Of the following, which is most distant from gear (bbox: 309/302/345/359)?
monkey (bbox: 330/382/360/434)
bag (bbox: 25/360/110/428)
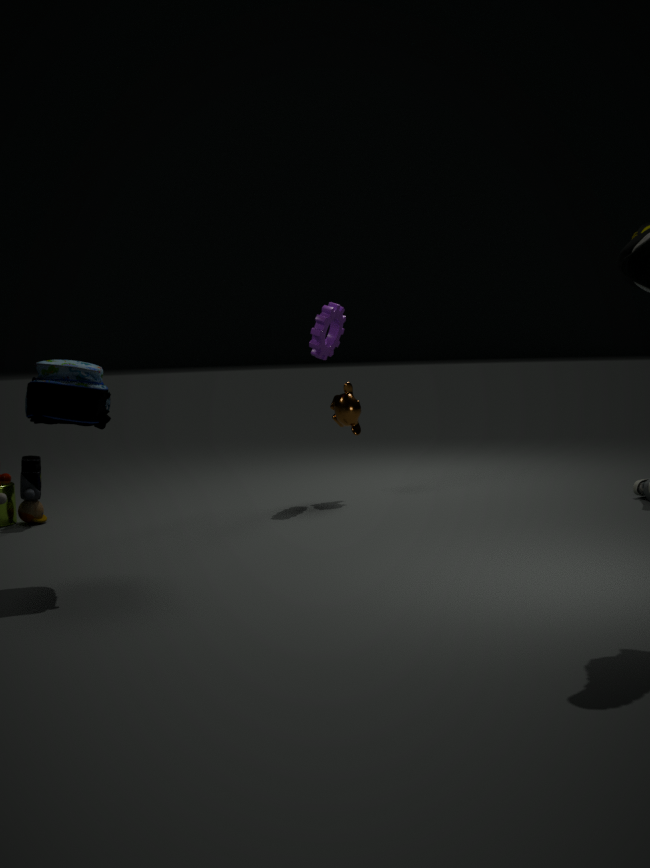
bag (bbox: 25/360/110/428)
